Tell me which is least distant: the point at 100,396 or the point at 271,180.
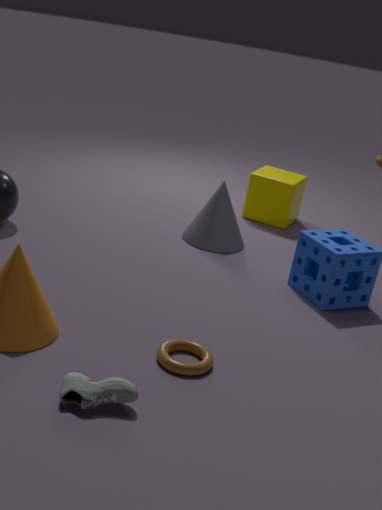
the point at 100,396
